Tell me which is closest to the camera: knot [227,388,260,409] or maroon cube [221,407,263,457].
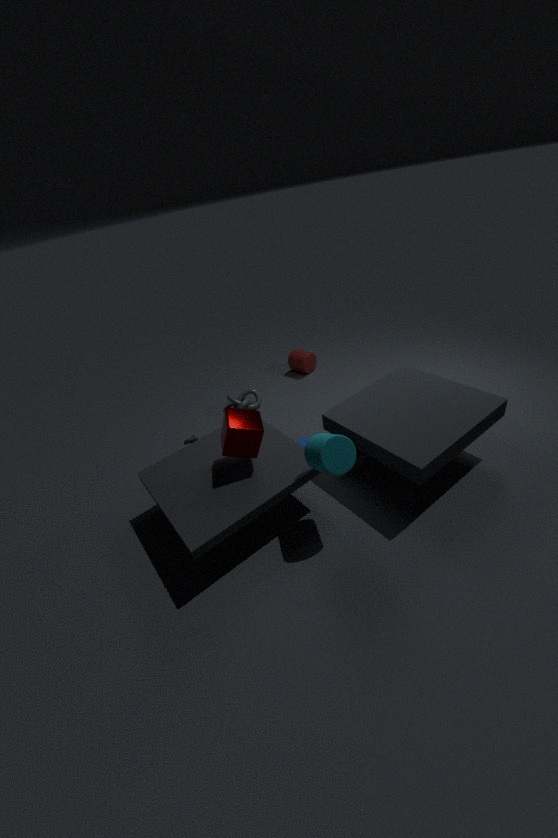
maroon cube [221,407,263,457]
